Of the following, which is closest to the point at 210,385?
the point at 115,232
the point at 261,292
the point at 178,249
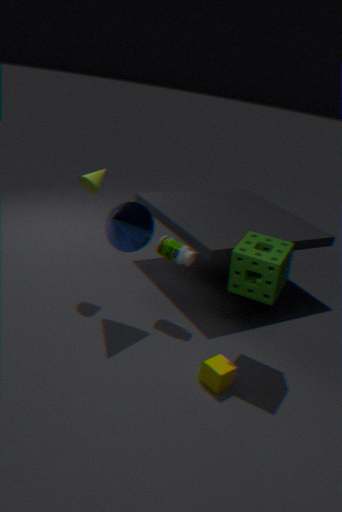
the point at 261,292
